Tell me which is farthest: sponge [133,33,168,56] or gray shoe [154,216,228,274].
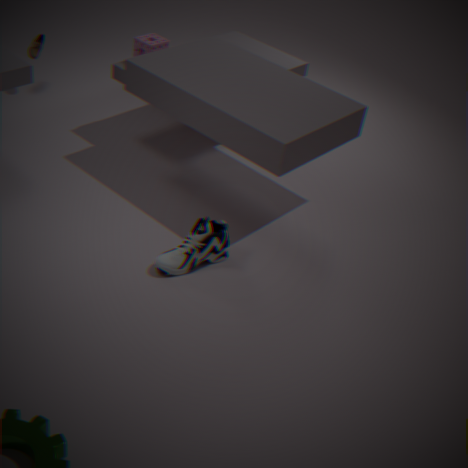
sponge [133,33,168,56]
